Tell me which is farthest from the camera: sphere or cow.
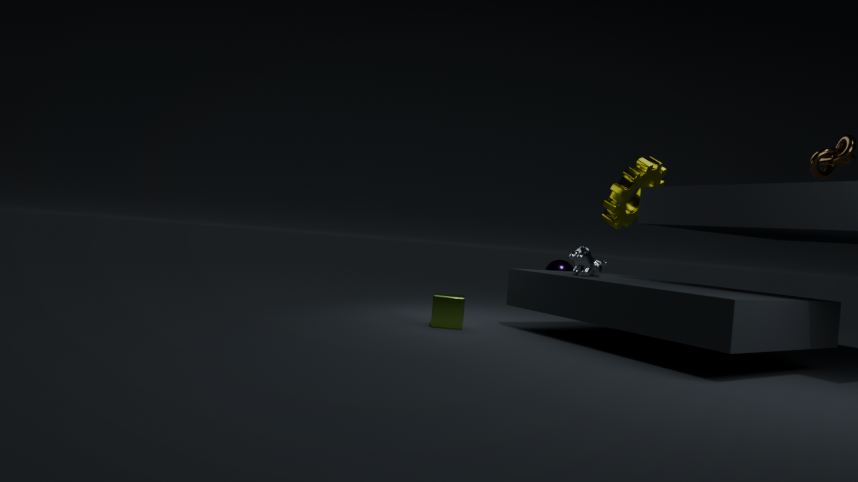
sphere
